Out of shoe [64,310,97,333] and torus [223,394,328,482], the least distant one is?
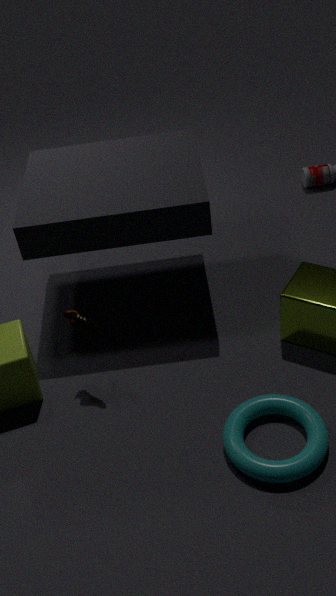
torus [223,394,328,482]
